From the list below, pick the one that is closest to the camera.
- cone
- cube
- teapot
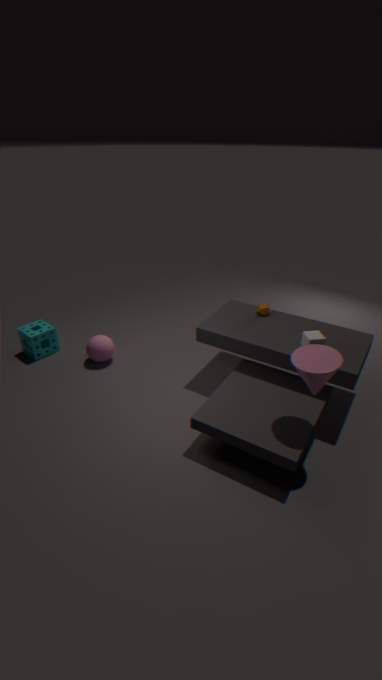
cone
